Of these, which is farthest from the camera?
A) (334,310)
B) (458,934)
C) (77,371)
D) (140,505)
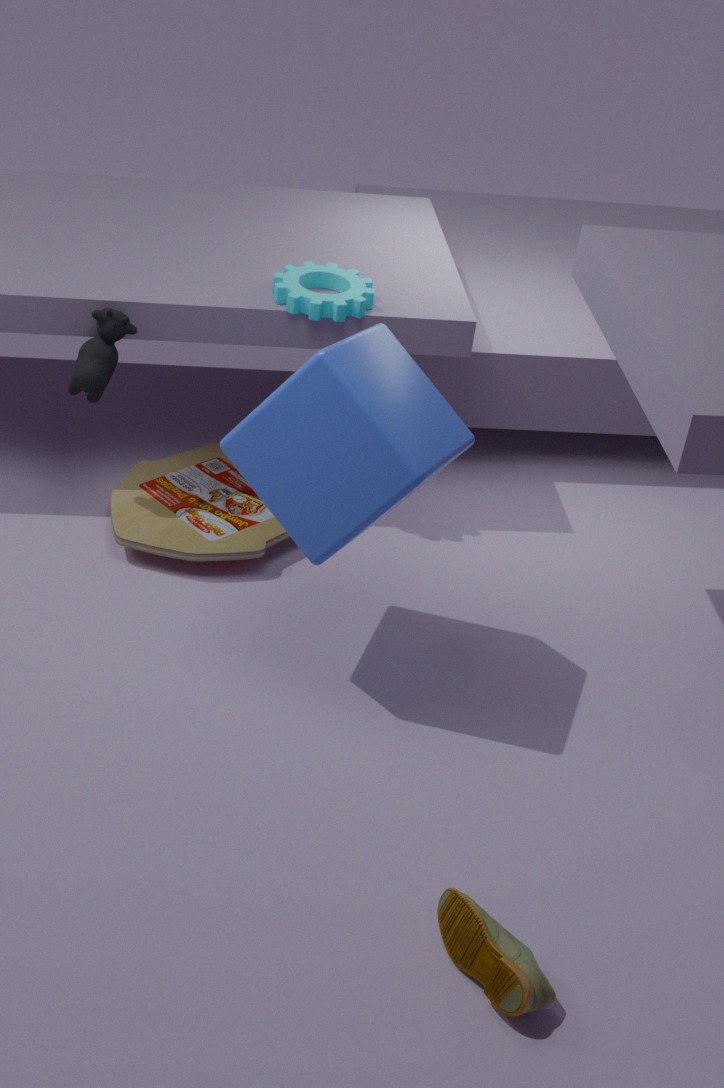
(140,505)
